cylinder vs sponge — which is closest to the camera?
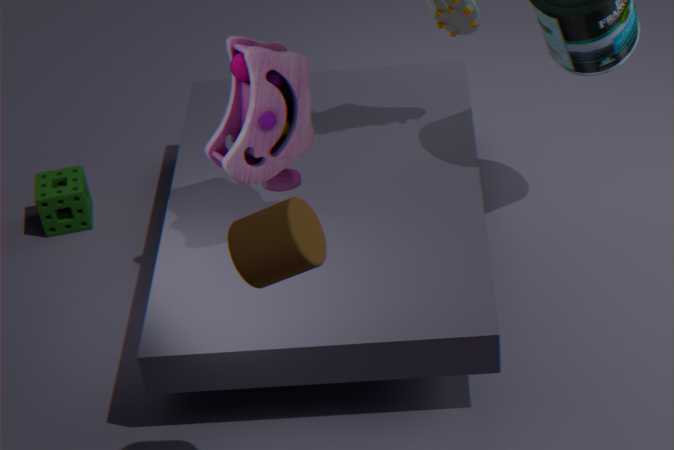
cylinder
